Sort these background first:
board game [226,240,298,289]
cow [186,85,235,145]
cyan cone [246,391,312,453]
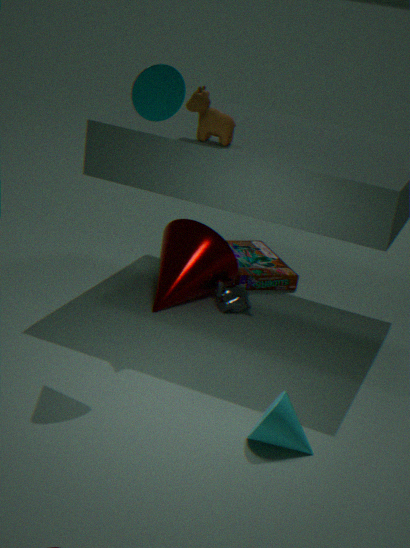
1. board game [226,240,298,289]
2. cow [186,85,235,145]
3. cyan cone [246,391,312,453]
